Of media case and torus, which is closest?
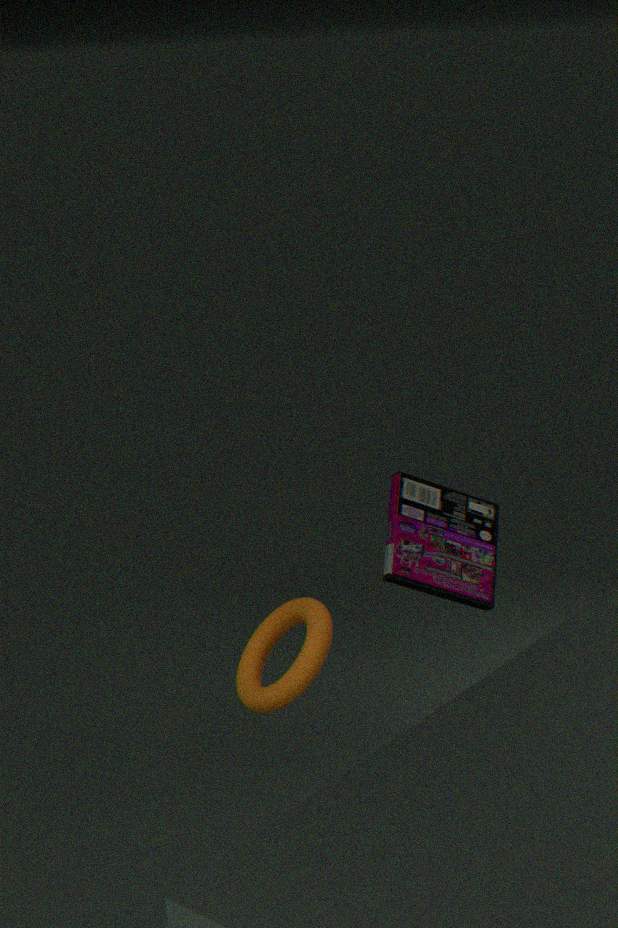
torus
